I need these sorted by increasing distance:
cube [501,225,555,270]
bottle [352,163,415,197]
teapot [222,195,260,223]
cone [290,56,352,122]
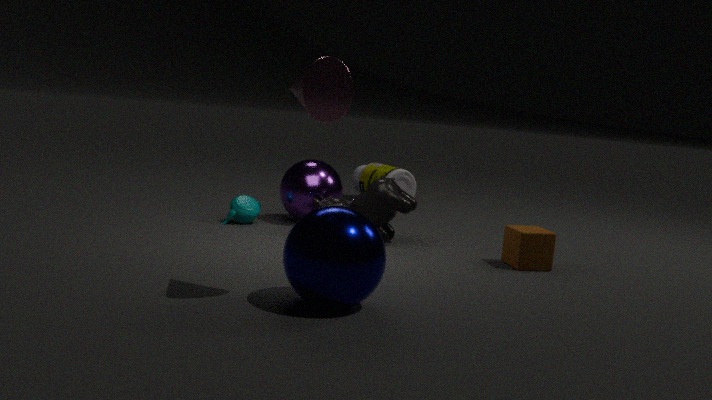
1. cone [290,56,352,122]
2. cube [501,225,555,270]
3. teapot [222,195,260,223]
4. bottle [352,163,415,197]
